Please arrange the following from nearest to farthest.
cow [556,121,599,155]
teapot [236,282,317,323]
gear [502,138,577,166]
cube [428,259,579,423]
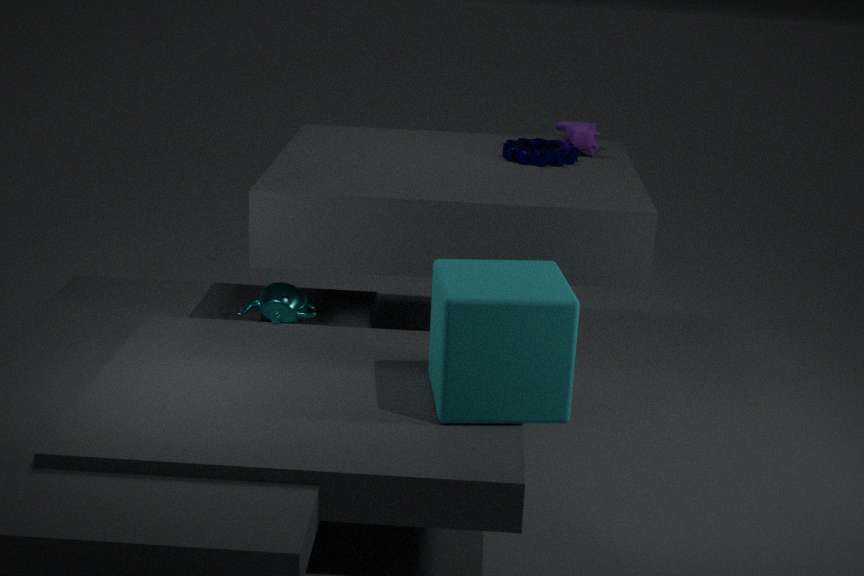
1. cube [428,259,579,423]
2. teapot [236,282,317,323]
3. gear [502,138,577,166]
4. cow [556,121,599,155]
